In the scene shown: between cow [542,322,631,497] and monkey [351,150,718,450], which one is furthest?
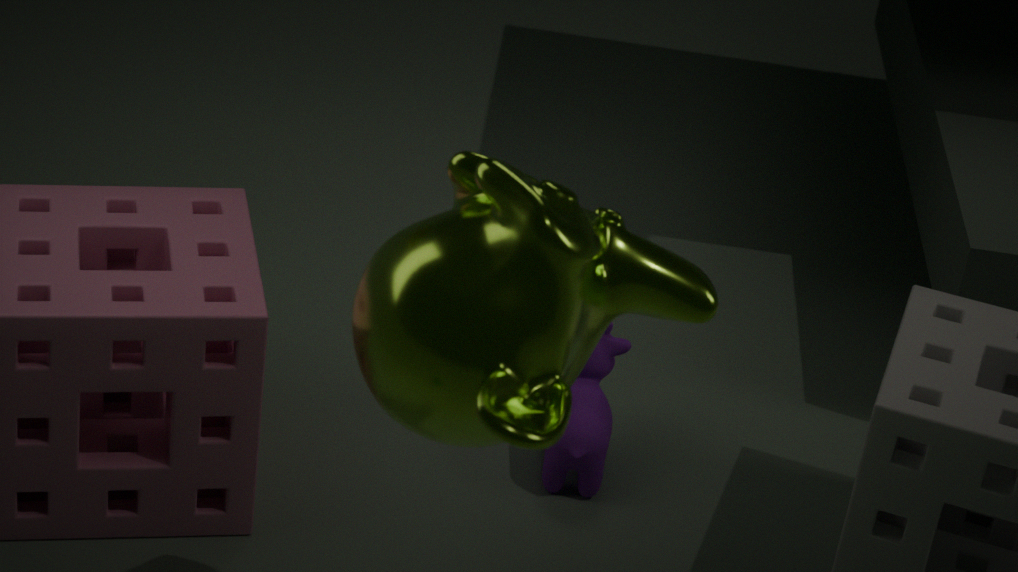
cow [542,322,631,497]
